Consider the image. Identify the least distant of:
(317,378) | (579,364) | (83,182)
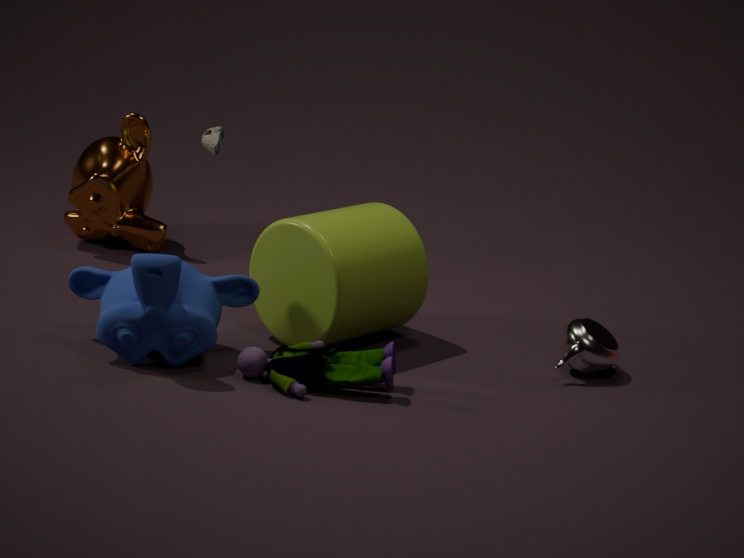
(317,378)
